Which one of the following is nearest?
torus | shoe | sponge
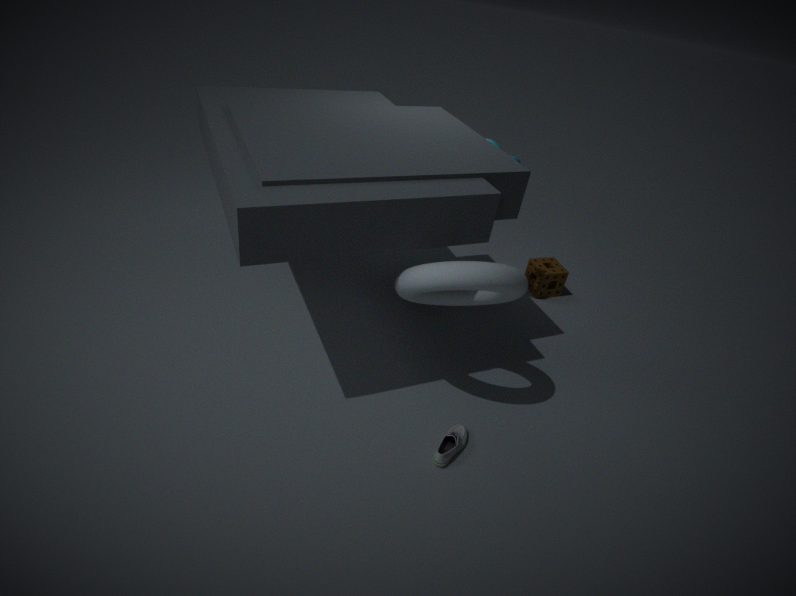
torus
